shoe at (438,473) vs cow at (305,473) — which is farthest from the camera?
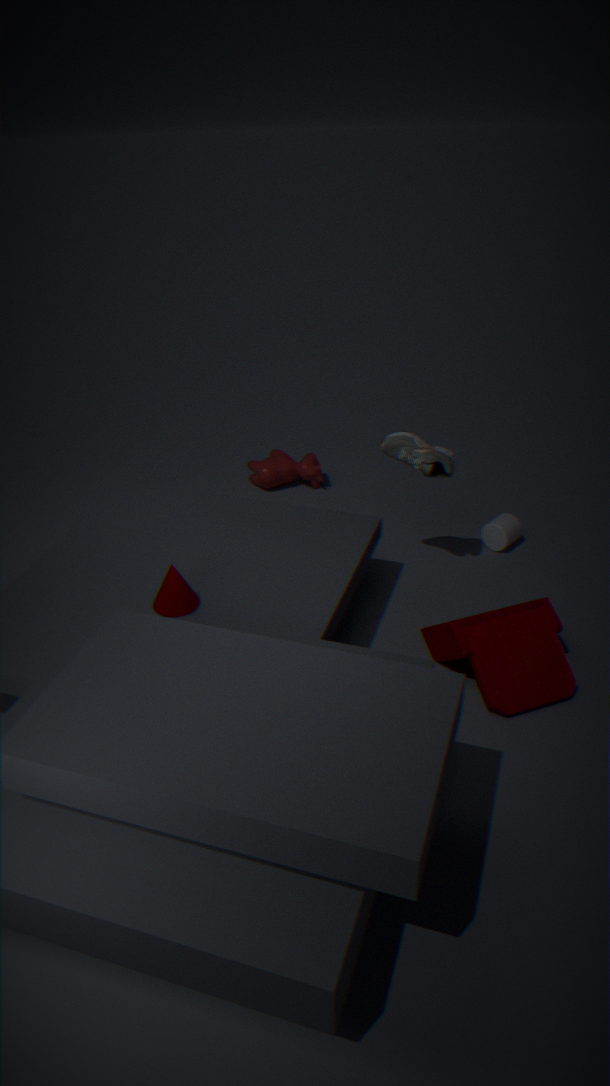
cow at (305,473)
